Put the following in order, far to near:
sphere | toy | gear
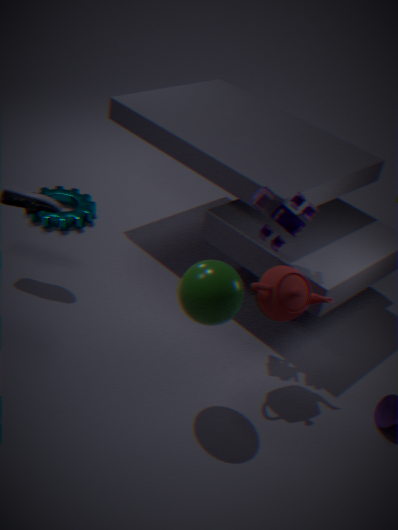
gear < toy < sphere
